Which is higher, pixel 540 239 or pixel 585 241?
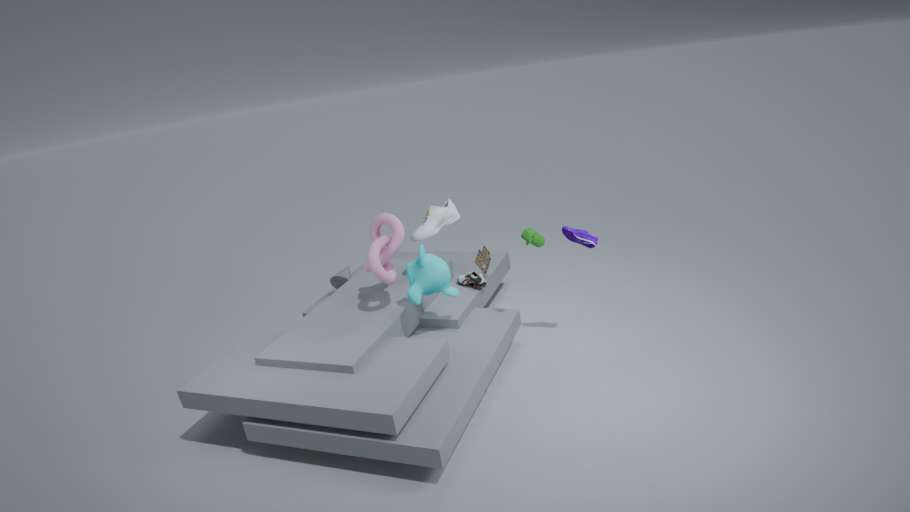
pixel 540 239
